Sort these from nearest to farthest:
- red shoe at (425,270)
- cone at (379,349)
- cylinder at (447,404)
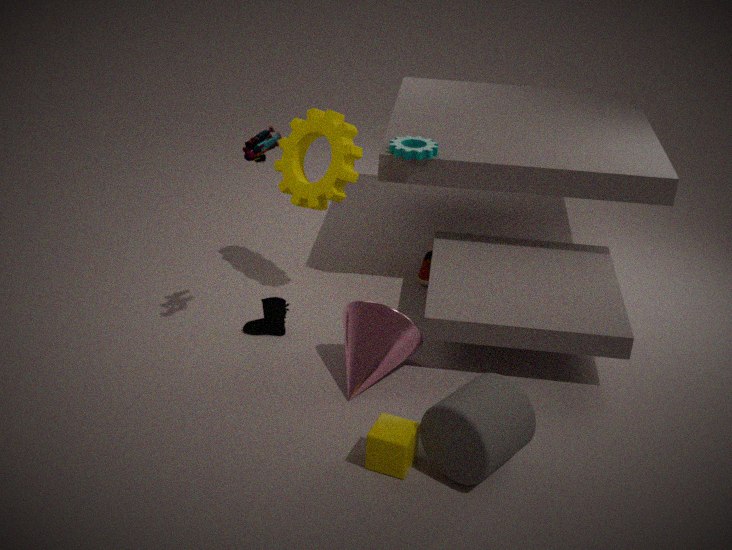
cylinder at (447,404)
cone at (379,349)
red shoe at (425,270)
